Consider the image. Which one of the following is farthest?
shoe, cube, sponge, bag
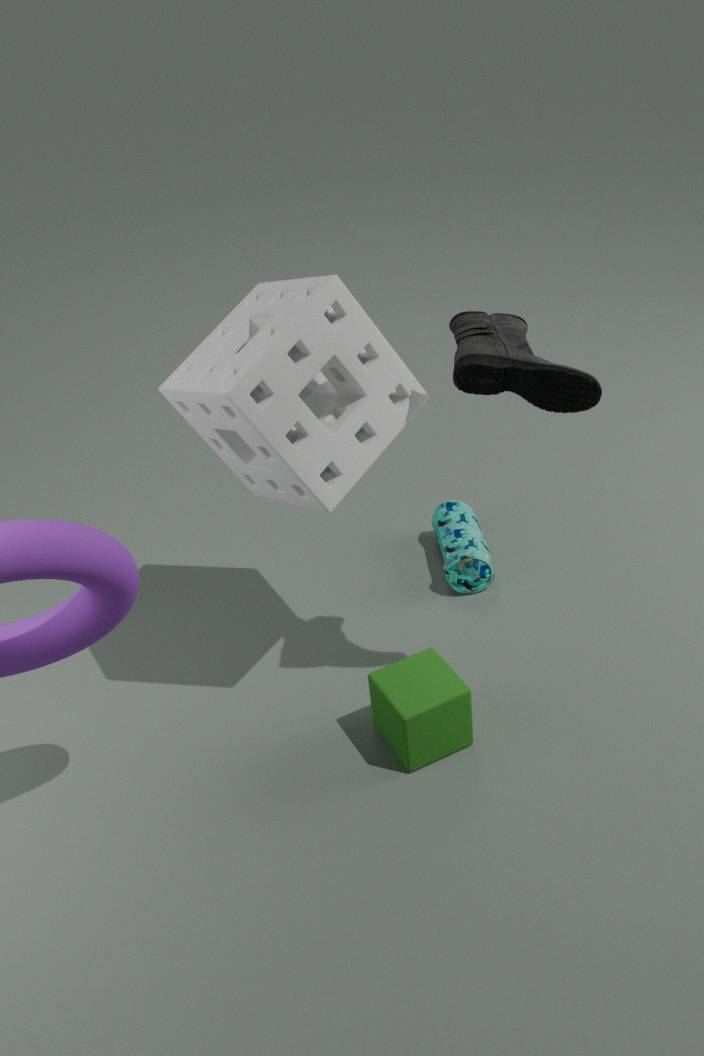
bag
